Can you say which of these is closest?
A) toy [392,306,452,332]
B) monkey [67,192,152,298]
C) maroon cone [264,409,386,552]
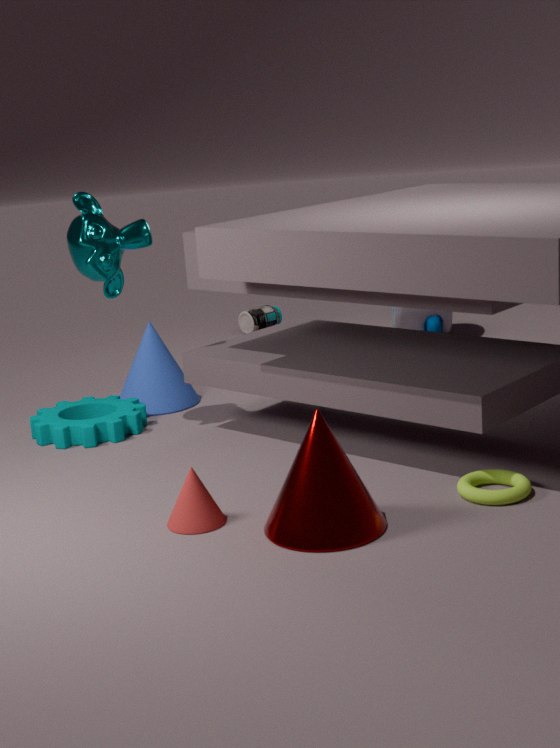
maroon cone [264,409,386,552]
